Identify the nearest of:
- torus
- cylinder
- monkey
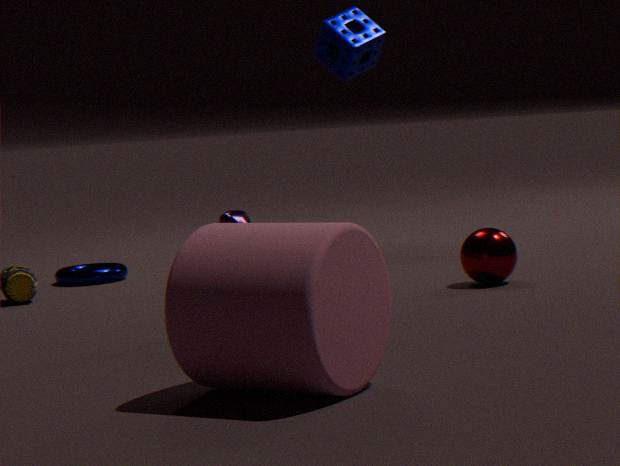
cylinder
